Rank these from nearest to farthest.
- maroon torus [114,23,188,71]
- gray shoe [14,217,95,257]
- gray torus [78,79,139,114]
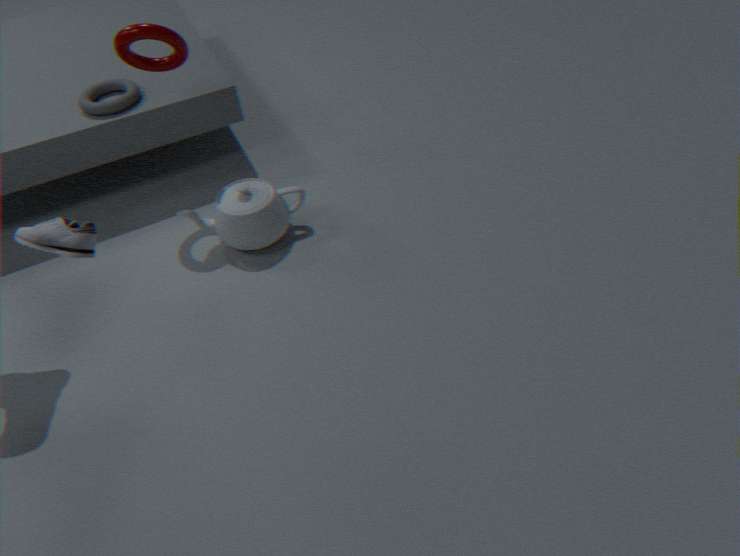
gray shoe [14,217,95,257], maroon torus [114,23,188,71], gray torus [78,79,139,114]
